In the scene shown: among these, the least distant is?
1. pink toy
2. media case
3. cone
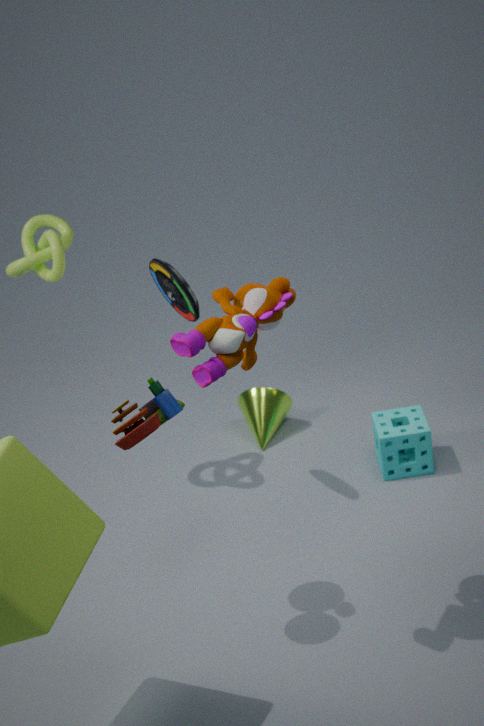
pink toy
